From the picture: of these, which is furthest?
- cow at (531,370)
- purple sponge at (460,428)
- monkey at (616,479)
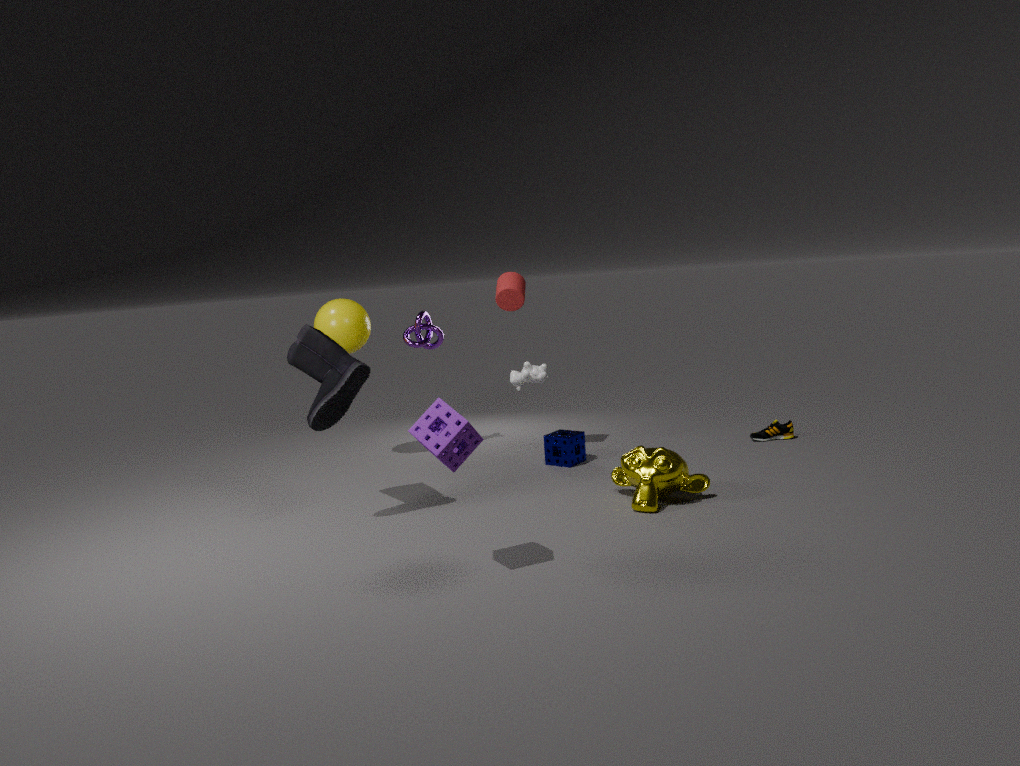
cow at (531,370)
